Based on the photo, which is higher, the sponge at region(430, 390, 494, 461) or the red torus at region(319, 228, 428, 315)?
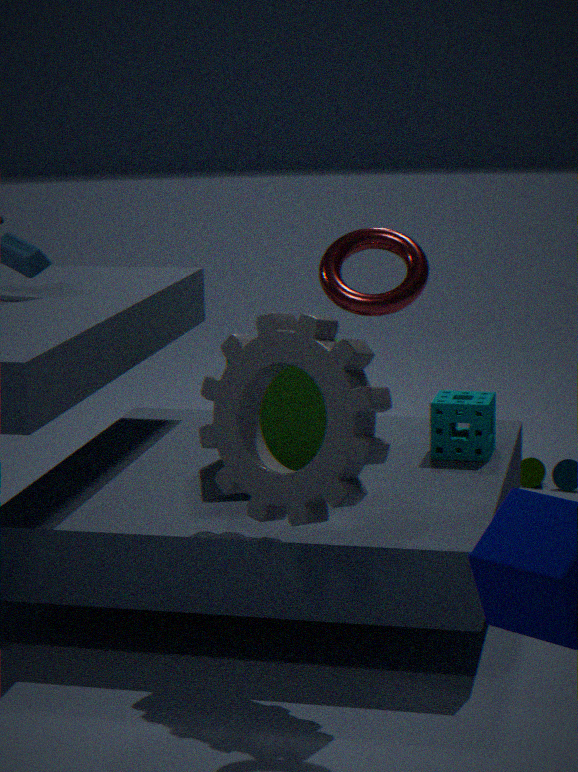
→ the red torus at region(319, 228, 428, 315)
